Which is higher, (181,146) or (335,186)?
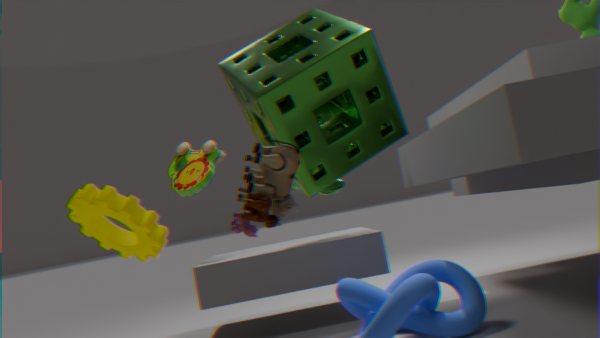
(181,146)
